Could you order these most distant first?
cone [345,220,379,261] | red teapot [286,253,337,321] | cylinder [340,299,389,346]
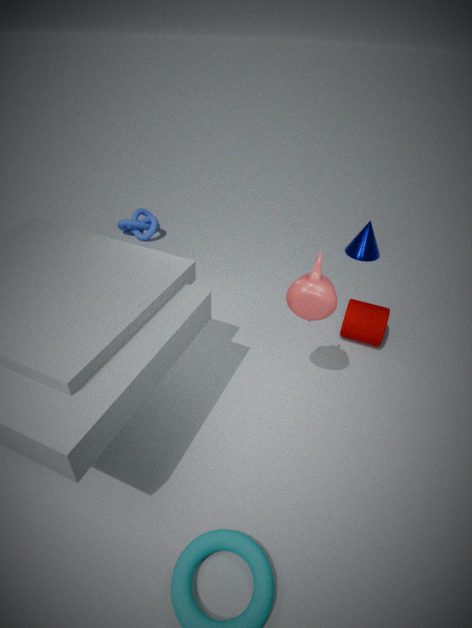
cone [345,220,379,261] → cylinder [340,299,389,346] → red teapot [286,253,337,321]
